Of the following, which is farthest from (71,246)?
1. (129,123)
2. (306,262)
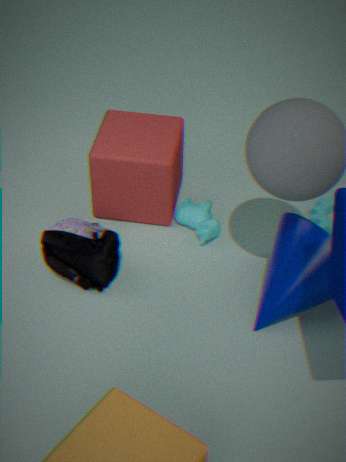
(306,262)
